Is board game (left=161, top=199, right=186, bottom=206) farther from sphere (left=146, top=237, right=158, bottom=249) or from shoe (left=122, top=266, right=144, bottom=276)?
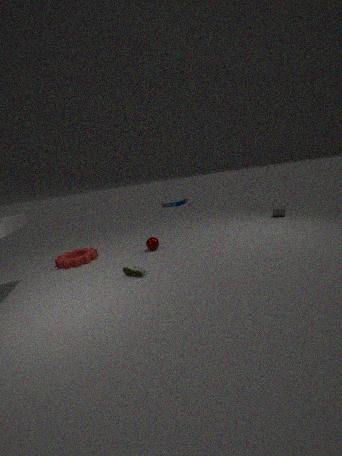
shoe (left=122, top=266, right=144, bottom=276)
